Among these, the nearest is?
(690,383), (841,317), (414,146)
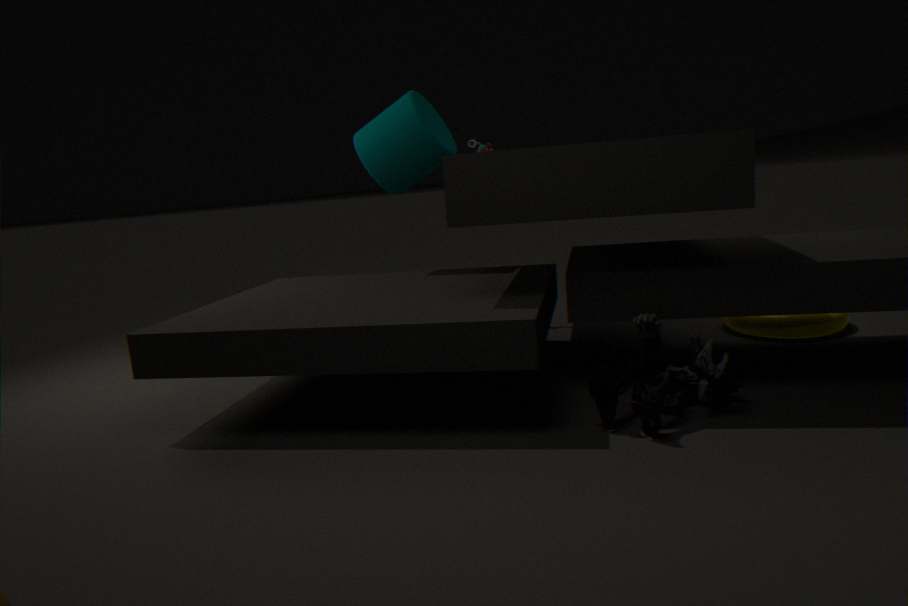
(690,383)
